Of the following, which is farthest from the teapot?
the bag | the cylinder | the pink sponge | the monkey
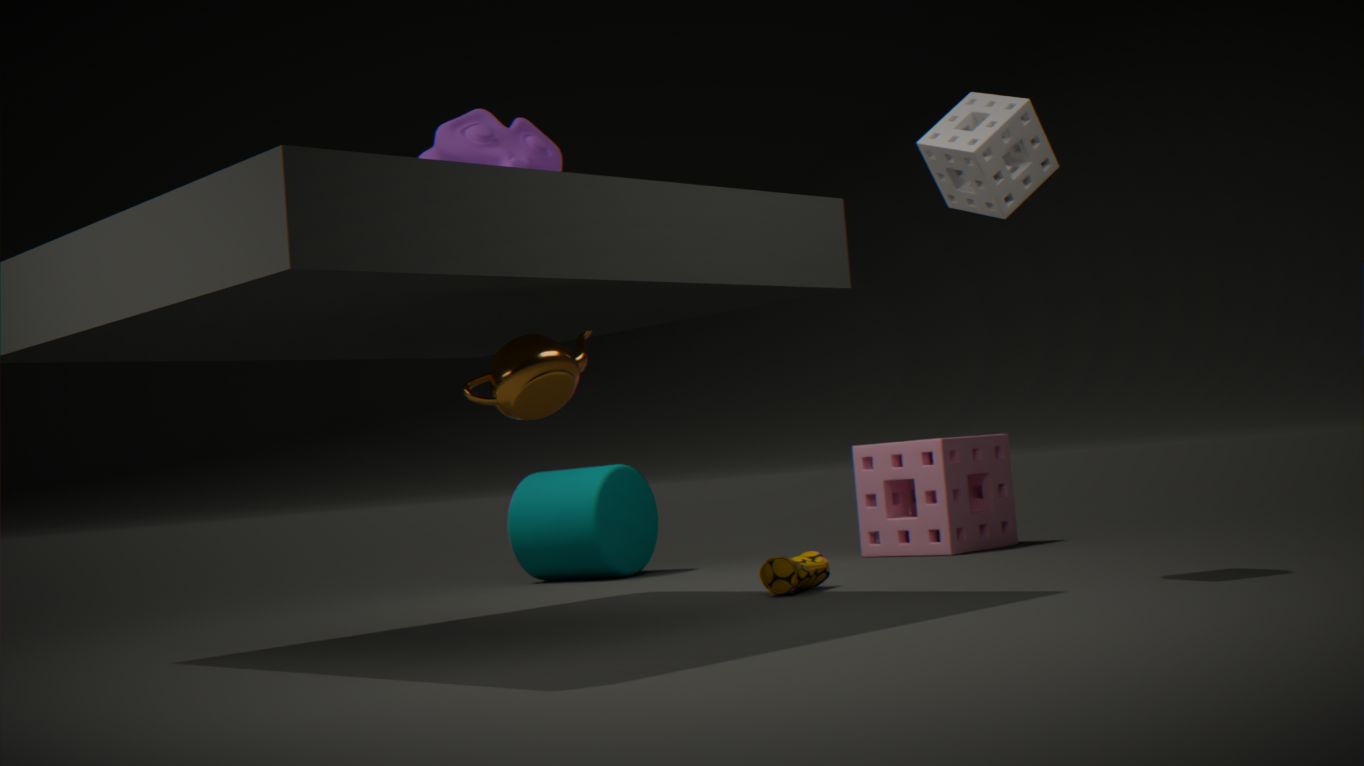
the pink sponge
